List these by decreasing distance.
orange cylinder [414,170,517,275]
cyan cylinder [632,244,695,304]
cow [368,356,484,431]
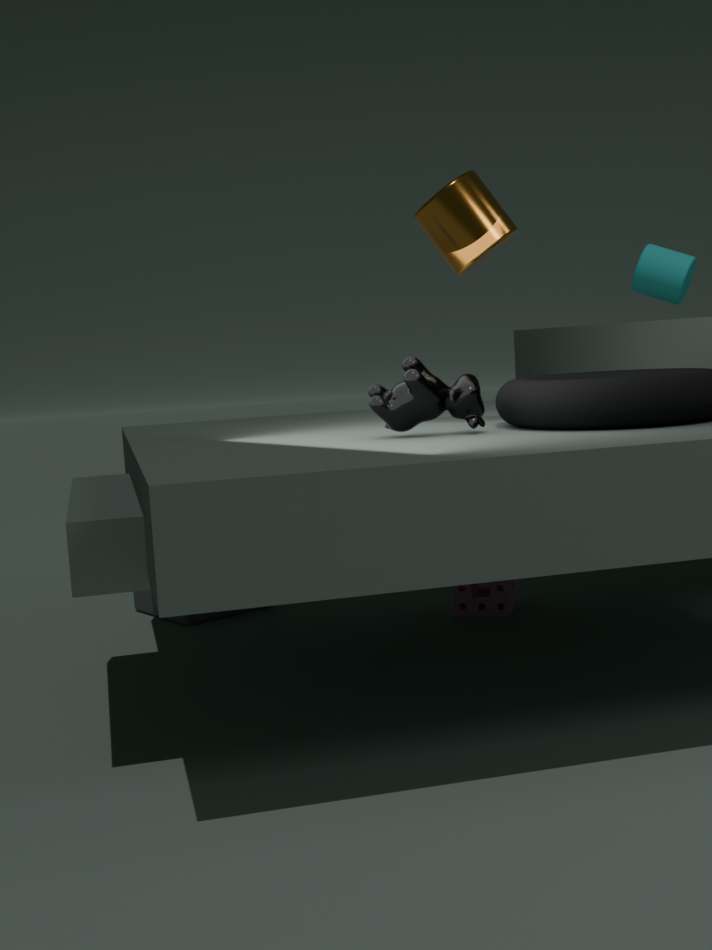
cyan cylinder [632,244,695,304] < orange cylinder [414,170,517,275] < cow [368,356,484,431]
